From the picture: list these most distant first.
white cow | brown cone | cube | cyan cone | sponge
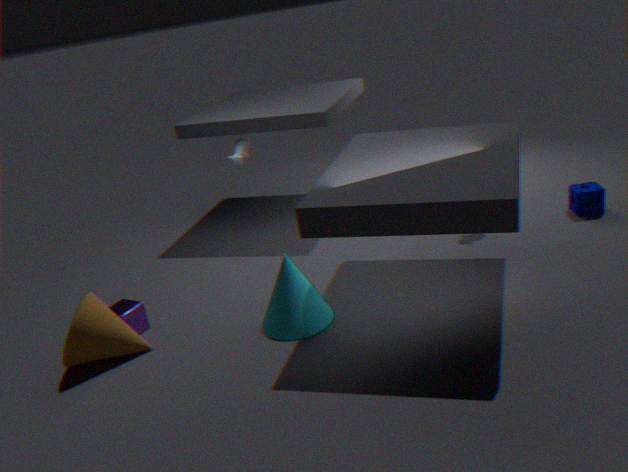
white cow, sponge, cube, cyan cone, brown cone
